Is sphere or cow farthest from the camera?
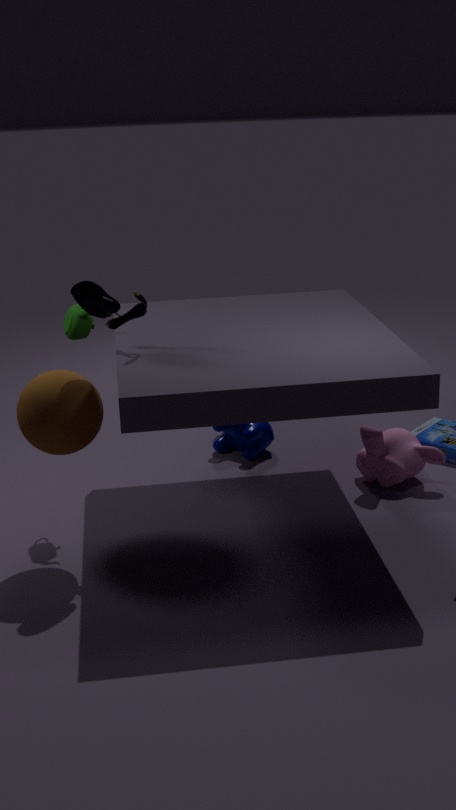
cow
